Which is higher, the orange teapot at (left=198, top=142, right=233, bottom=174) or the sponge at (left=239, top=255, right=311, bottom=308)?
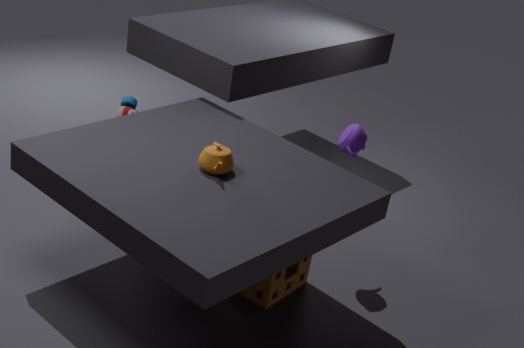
the orange teapot at (left=198, top=142, right=233, bottom=174)
